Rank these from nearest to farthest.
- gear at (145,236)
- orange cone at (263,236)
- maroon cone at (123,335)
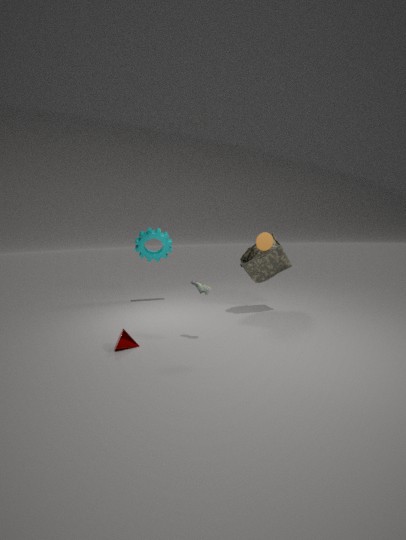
maroon cone at (123,335) → orange cone at (263,236) → gear at (145,236)
